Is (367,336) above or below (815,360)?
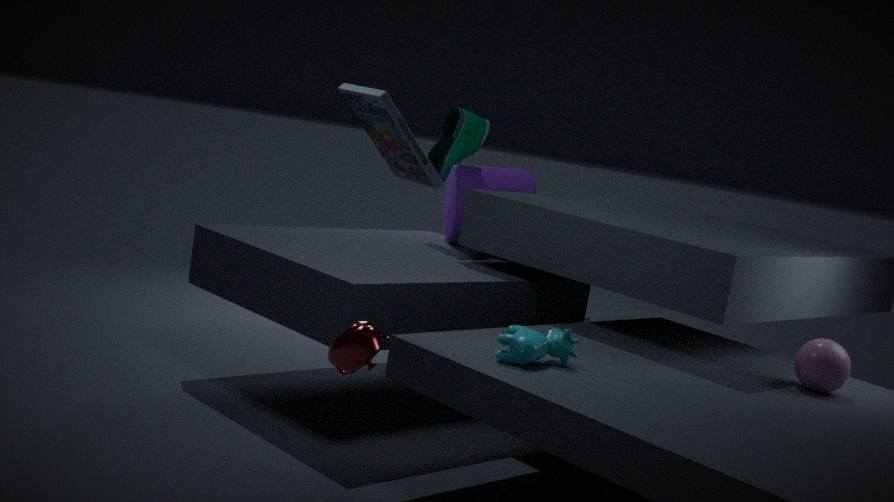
below
